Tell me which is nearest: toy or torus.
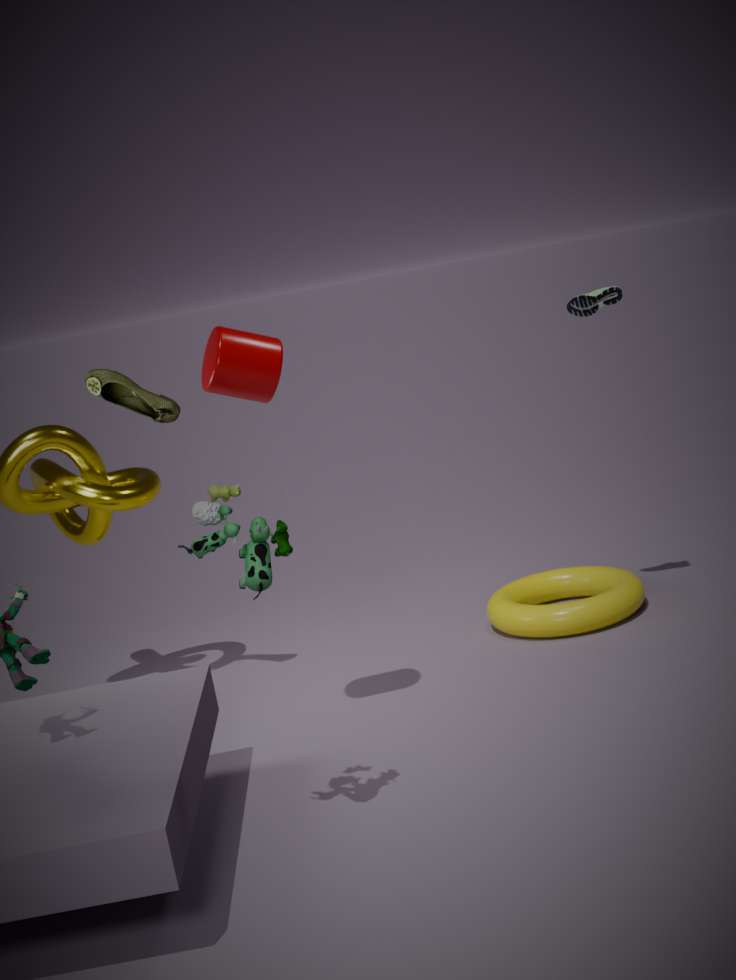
toy
